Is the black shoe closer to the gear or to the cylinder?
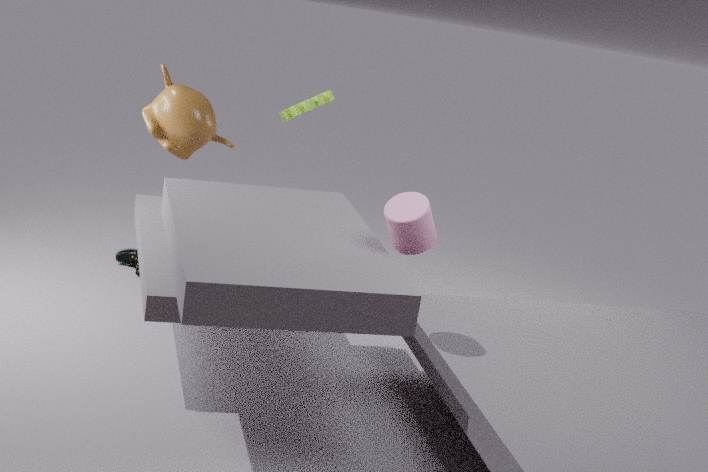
the gear
